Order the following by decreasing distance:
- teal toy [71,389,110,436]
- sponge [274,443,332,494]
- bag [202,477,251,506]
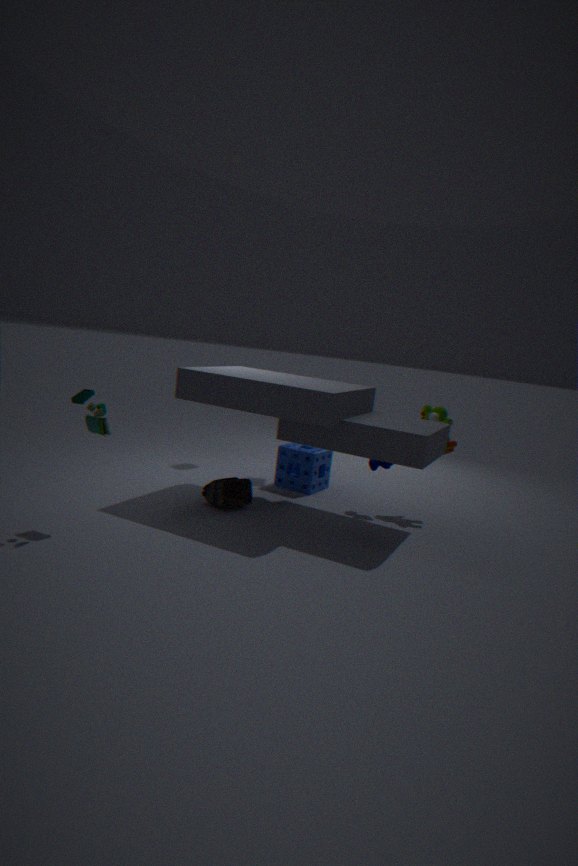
sponge [274,443,332,494], bag [202,477,251,506], teal toy [71,389,110,436]
